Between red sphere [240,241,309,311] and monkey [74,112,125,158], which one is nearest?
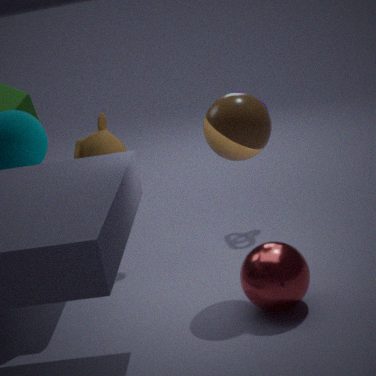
red sphere [240,241,309,311]
